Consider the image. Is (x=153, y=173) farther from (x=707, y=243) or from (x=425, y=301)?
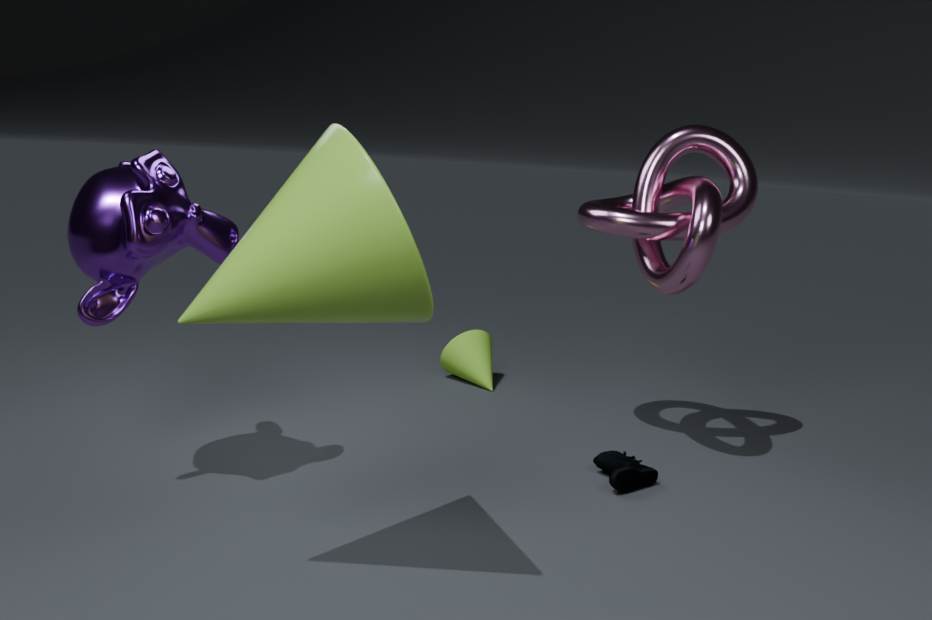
(x=707, y=243)
